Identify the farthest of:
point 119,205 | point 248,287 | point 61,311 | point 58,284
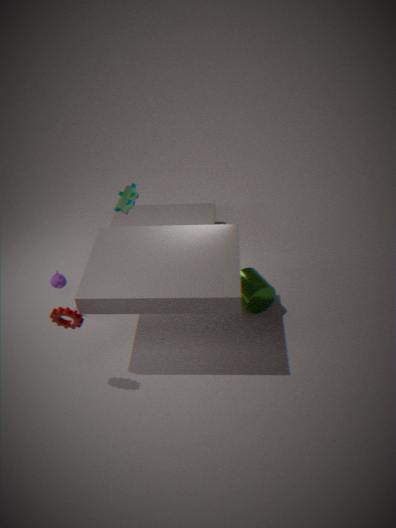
point 119,205
